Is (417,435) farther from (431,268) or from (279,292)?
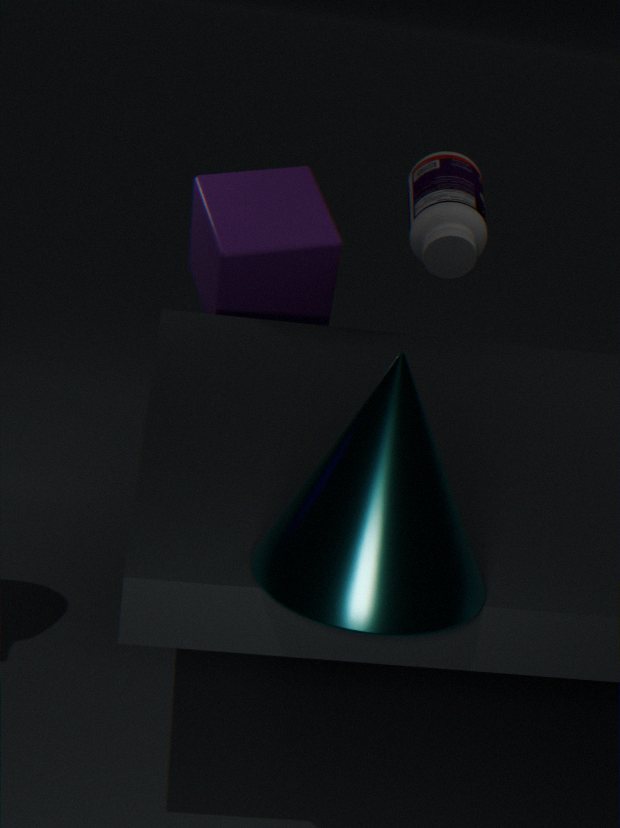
(279,292)
